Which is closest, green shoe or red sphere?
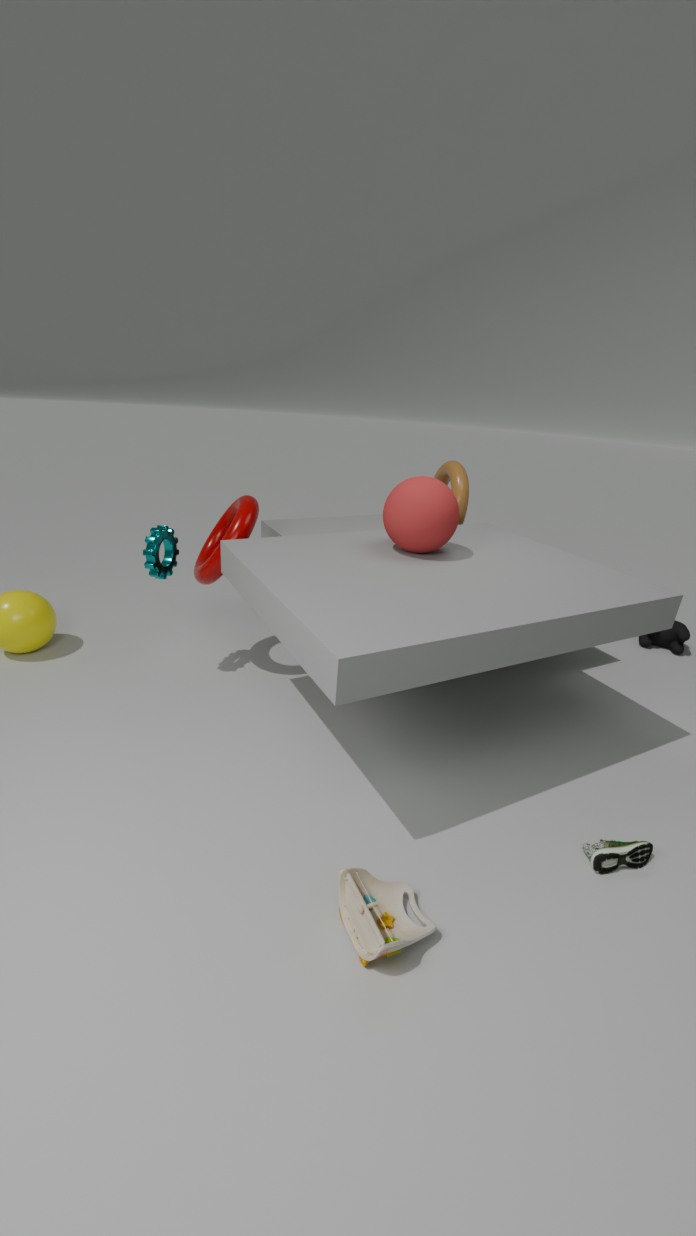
green shoe
